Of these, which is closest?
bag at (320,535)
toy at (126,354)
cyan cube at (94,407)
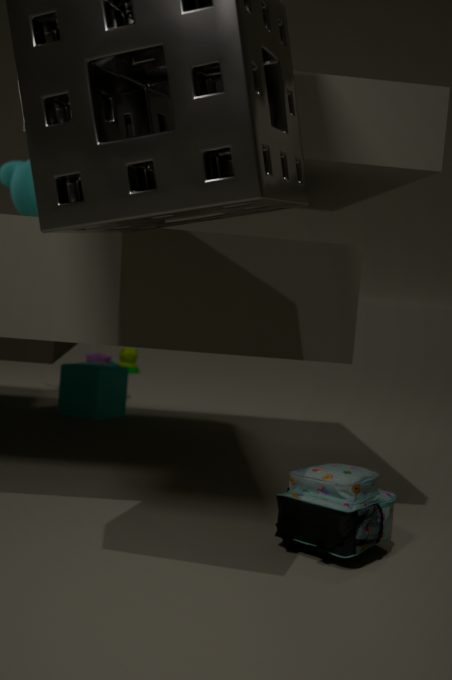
bag at (320,535)
